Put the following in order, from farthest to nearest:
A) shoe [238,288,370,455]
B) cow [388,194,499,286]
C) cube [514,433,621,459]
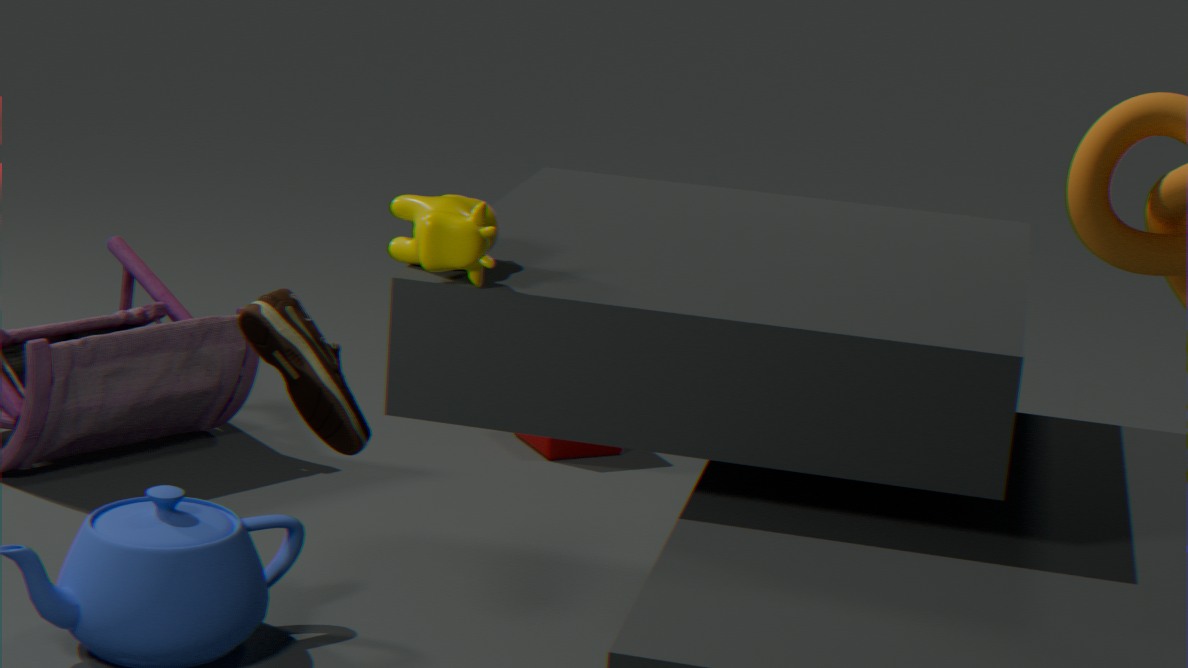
cube [514,433,621,459]
shoe [238,288,370,455]
cow [388,194,499,286]
